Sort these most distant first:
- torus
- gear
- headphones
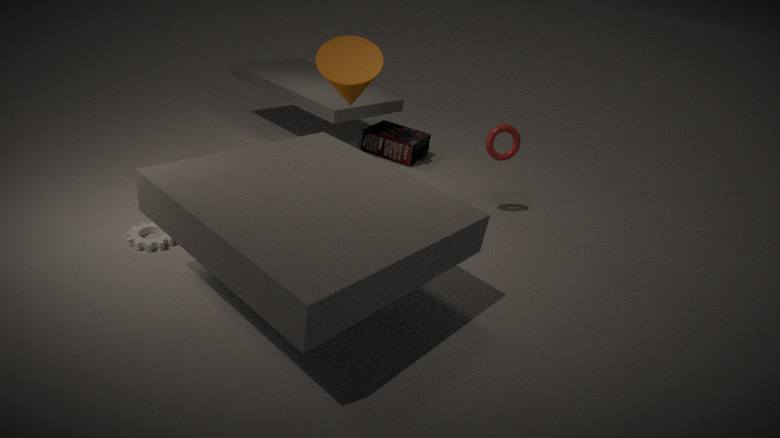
headphones < torus < gear
